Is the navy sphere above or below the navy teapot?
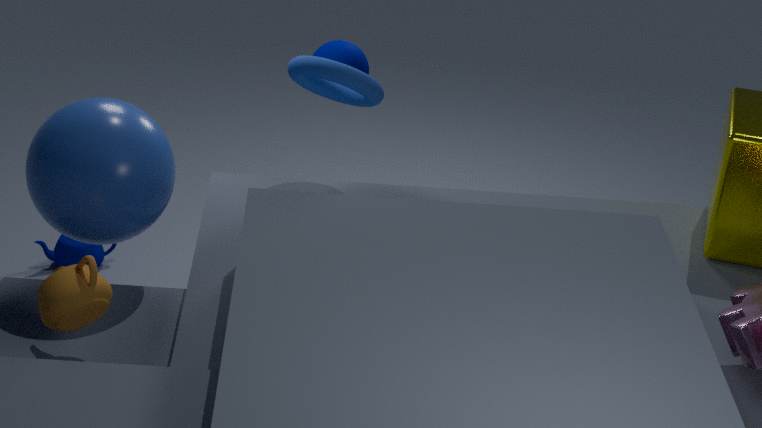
above
